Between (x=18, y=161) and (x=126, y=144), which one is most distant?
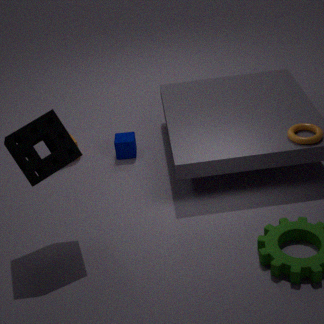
(x=126, y=144)
